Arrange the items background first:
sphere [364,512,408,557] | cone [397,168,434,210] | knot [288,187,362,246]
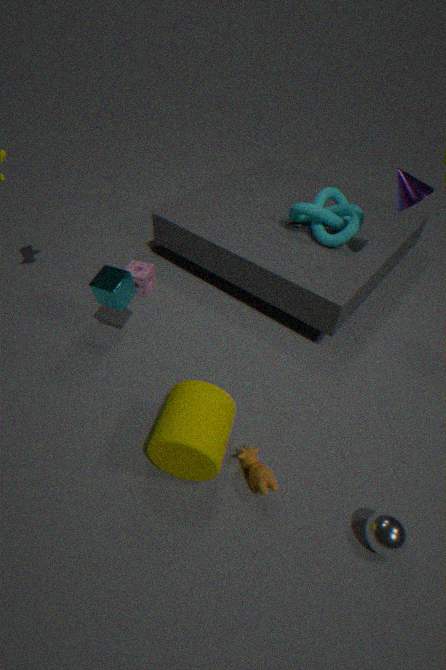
knot [288,187,362,246]
cone [397,168,434,210]
sphere [364,512,408,557]
